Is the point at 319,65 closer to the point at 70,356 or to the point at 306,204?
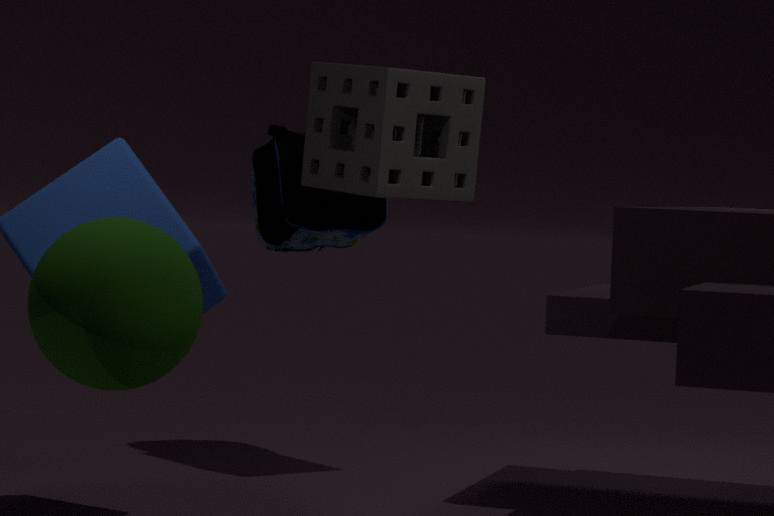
the point at 306,204
